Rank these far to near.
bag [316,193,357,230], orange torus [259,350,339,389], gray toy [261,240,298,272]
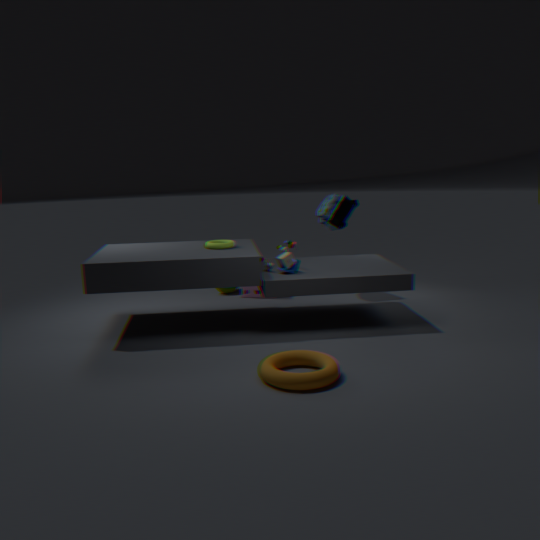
bag [316,193,357,230], gray toy [261,240,298,272], orange torus [259,350,339,389]
